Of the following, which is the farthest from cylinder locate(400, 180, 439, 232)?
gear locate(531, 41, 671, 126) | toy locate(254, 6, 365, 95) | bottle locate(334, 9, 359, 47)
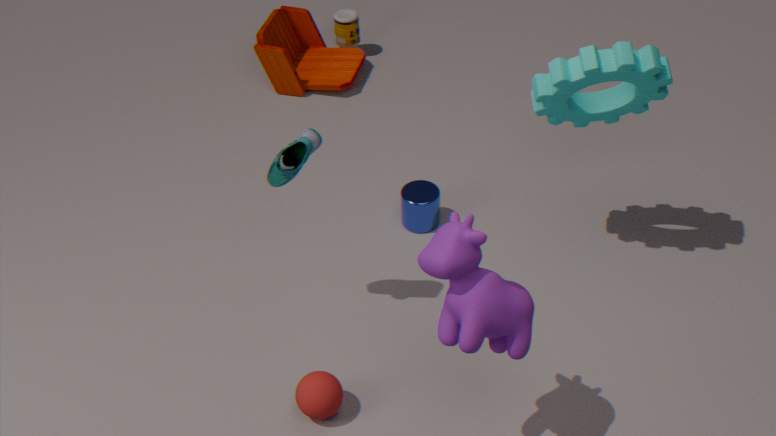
bottle locate(334, 9, 359, 47)
